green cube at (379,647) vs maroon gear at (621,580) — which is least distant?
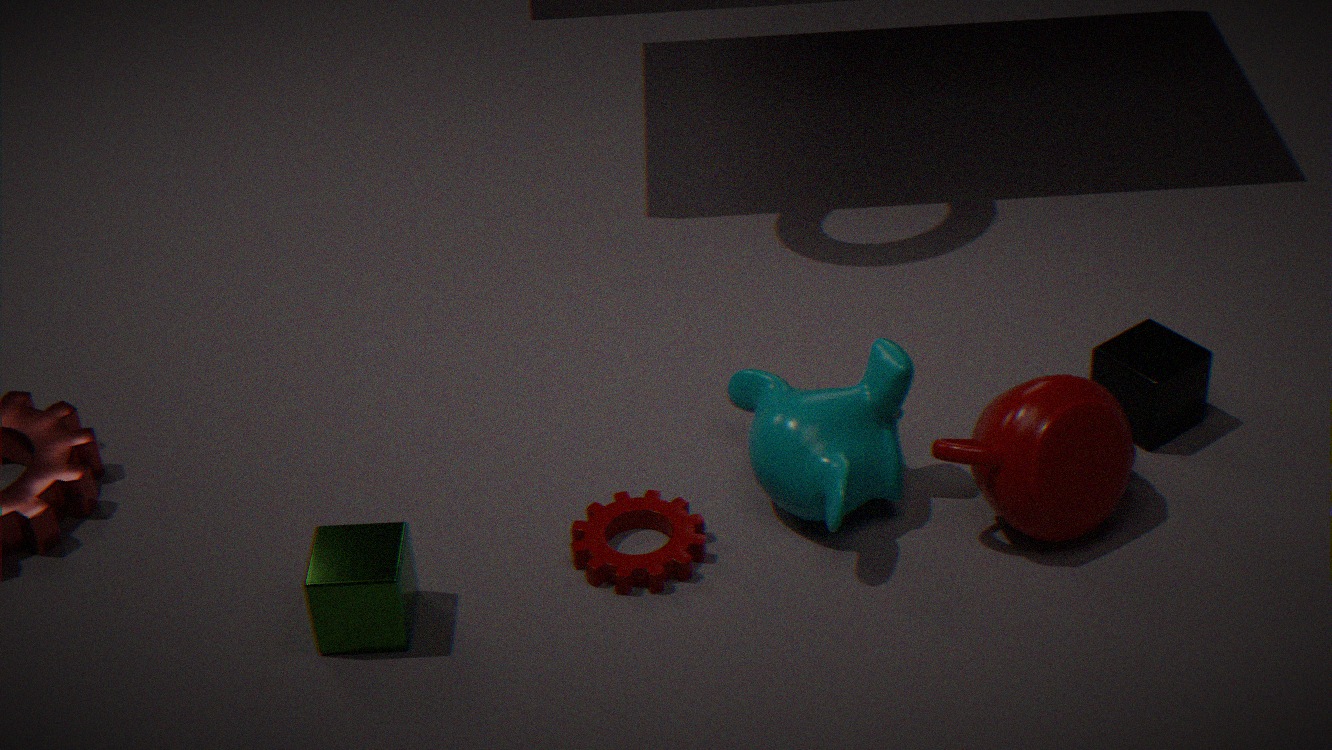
green cube at (379,647)
